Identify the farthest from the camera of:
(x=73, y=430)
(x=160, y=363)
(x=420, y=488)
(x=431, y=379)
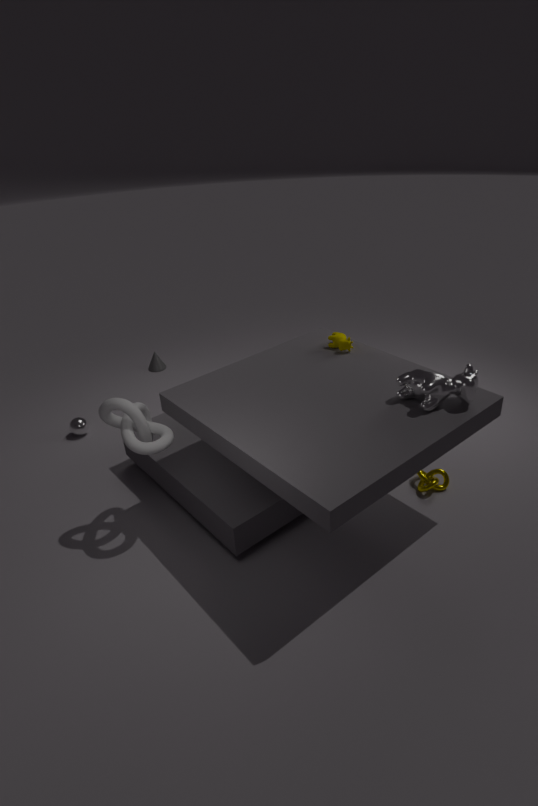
(x=160, y=363)
